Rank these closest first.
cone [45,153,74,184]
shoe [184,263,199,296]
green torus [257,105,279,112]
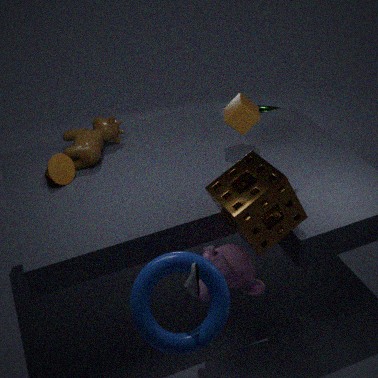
shoe [184,263,199,296], cone [45,153,74,184], green torus [257,105,279,112]
